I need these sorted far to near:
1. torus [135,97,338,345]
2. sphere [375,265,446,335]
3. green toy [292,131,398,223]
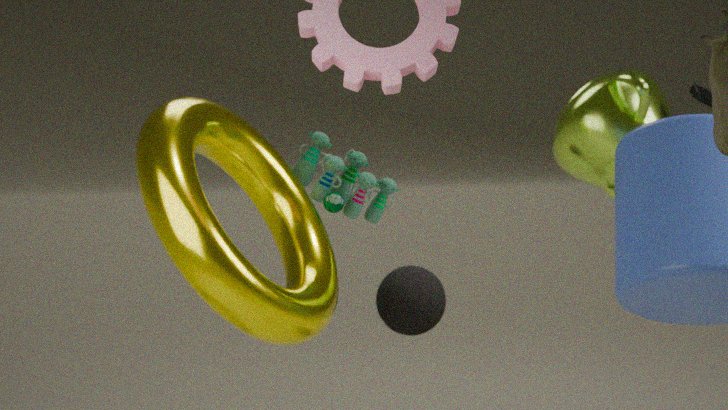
sphere [375,265,446,335] → green toy [292,131,398,223] → torus [135,97,338,345]
